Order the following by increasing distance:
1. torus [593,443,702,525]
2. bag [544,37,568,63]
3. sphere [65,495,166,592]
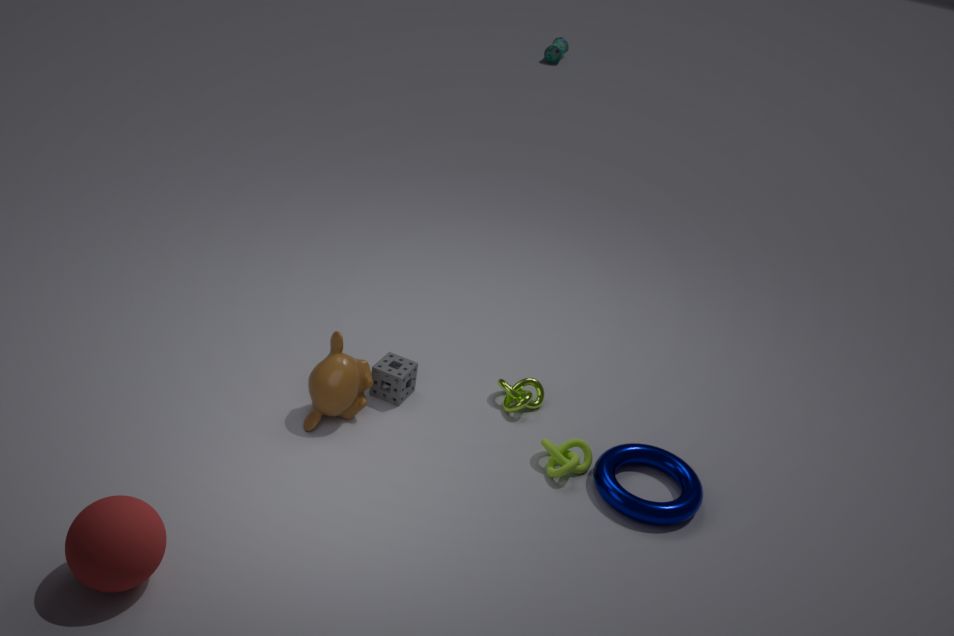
sphere [65,495,166,592], torus [593,443,702,525], bag [544,37,568,63]
